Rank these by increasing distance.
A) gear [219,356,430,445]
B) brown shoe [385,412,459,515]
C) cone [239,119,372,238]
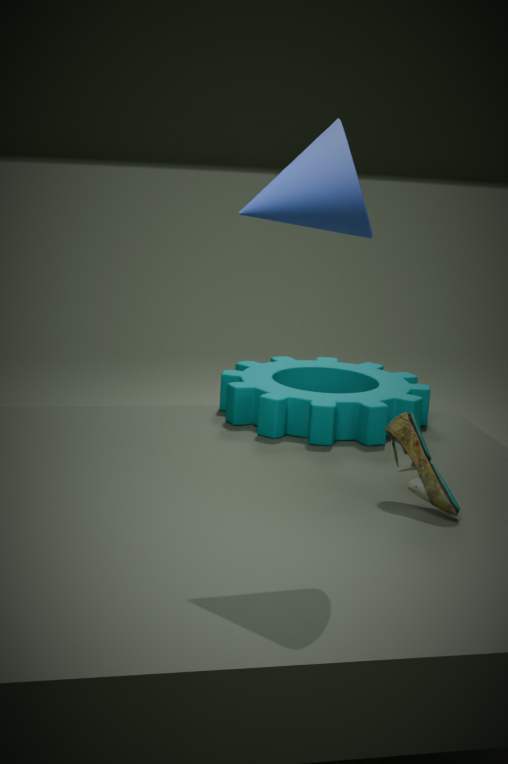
1. cone [239,119,372,238]
2. brown shoe [385,412,459,515]
3. gear [219,356,430,445]
